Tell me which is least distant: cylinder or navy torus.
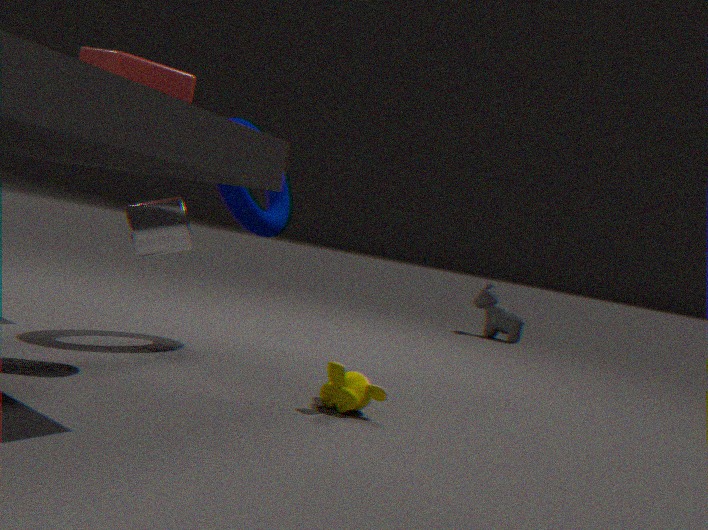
cylinder
